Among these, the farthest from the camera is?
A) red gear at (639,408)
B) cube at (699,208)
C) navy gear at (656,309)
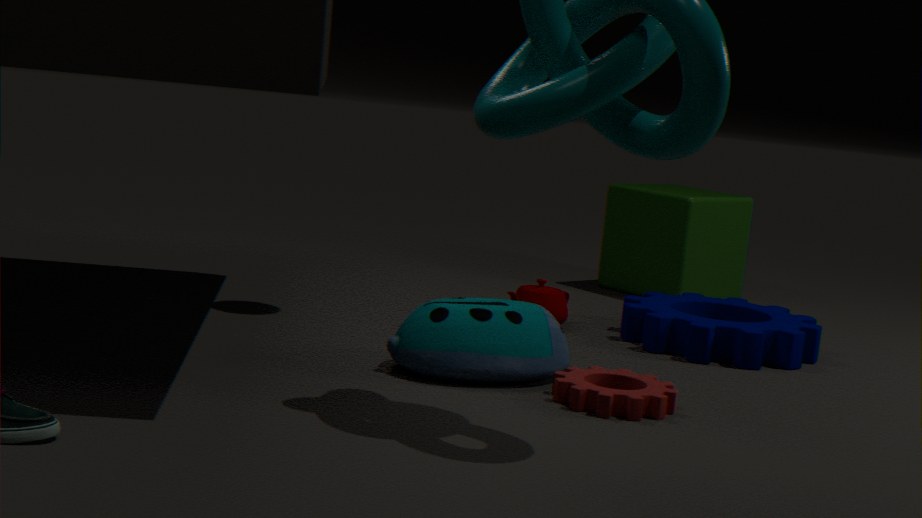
cube at (699,208)
